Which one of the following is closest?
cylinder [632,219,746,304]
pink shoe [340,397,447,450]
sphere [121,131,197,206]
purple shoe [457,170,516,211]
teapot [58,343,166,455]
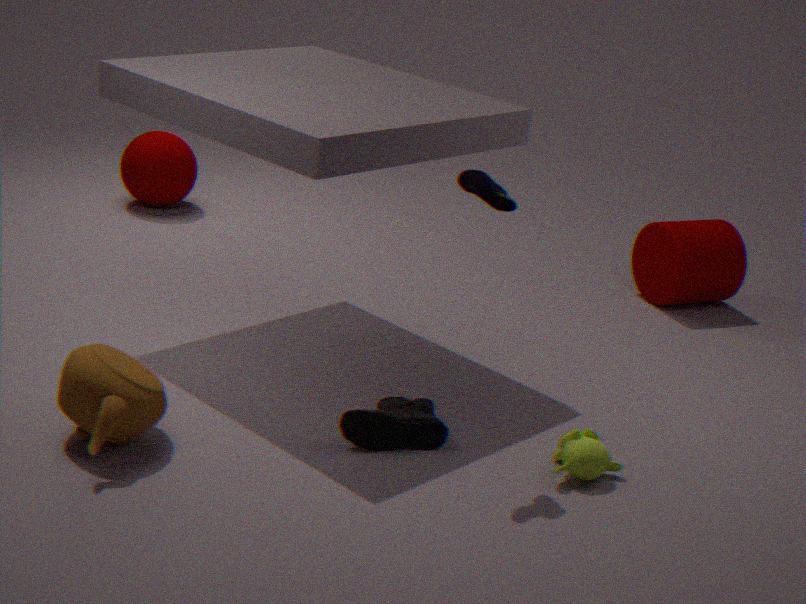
teapot [58,343,166,455]
